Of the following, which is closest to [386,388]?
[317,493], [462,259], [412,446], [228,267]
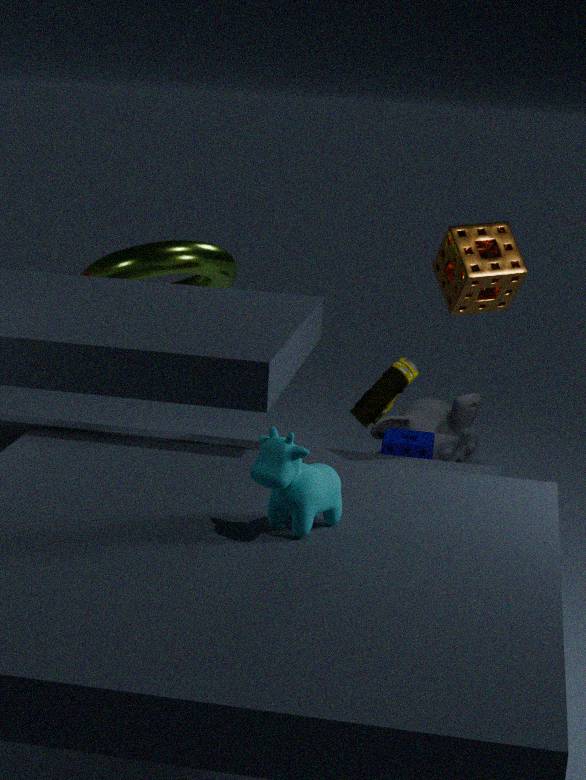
[462,259]
